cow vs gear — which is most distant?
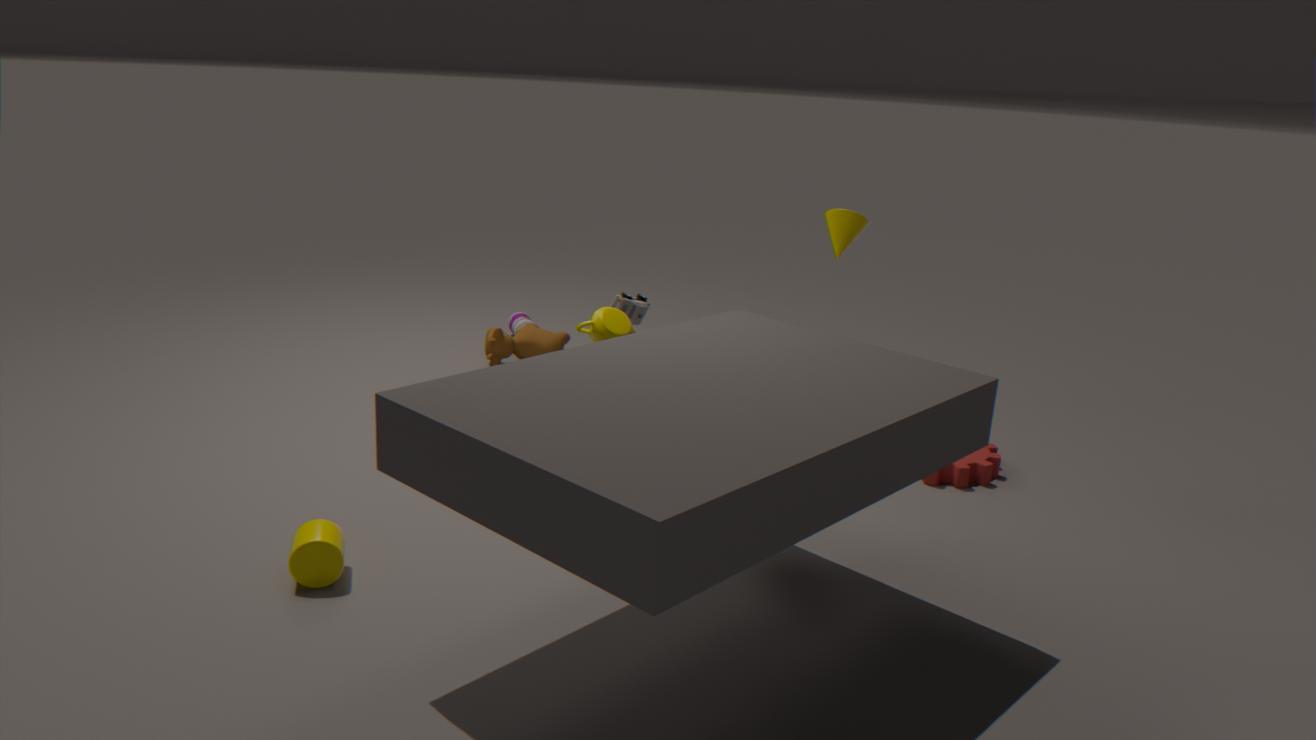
cow
